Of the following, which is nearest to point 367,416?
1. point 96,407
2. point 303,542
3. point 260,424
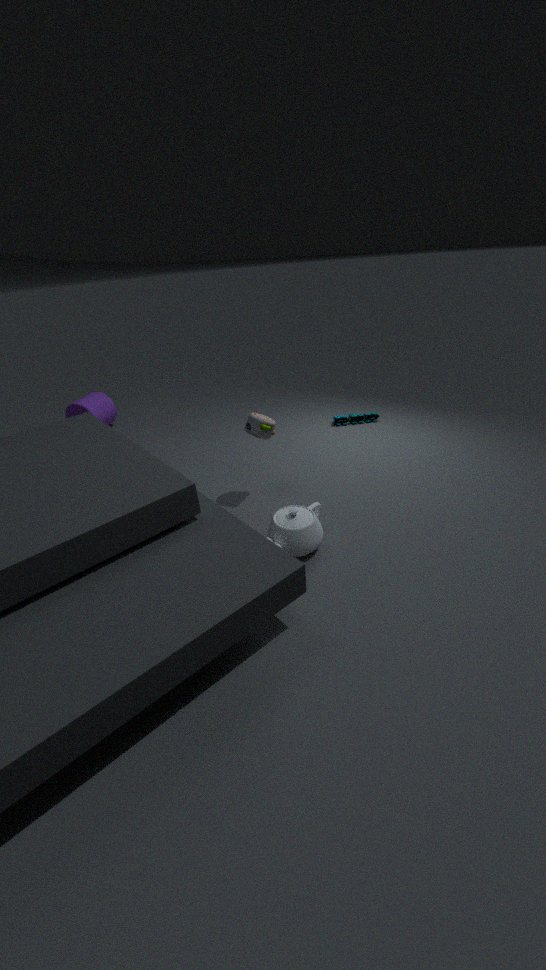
point 260,424
